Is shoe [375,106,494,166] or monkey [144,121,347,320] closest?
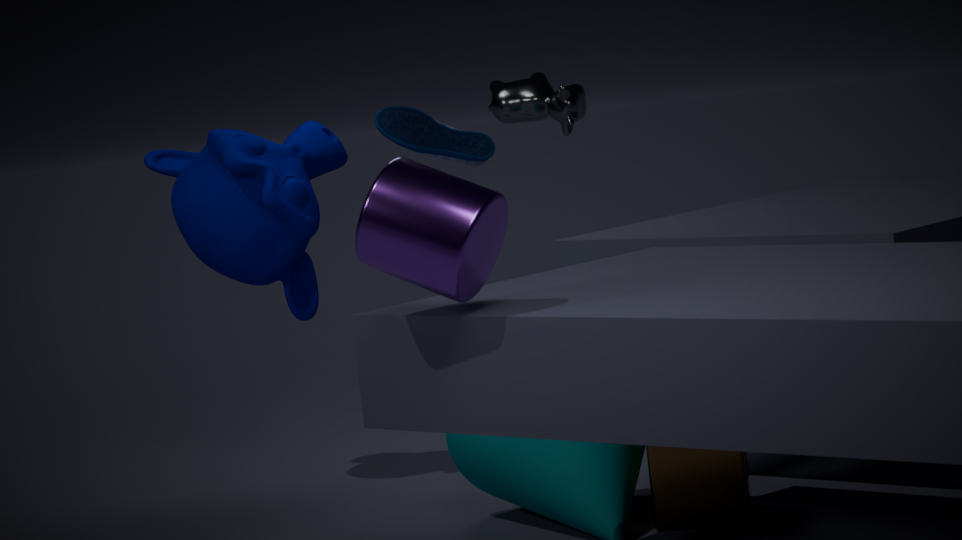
monkey [144,121,347,320]
